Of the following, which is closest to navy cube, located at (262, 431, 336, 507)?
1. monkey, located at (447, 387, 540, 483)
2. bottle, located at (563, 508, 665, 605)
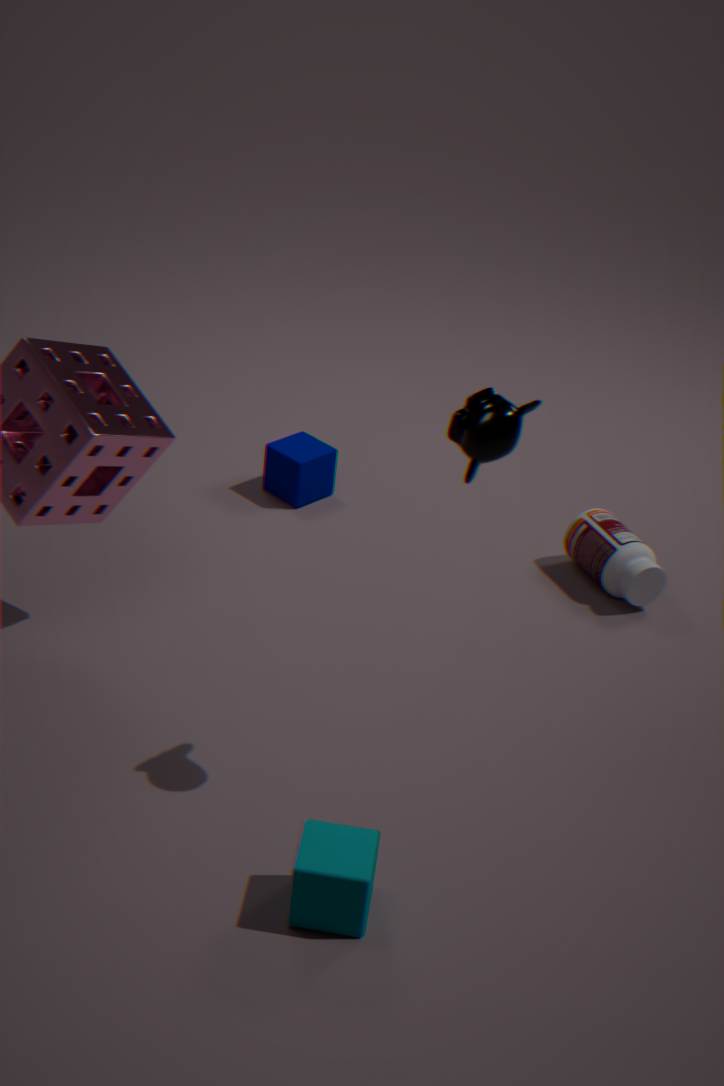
bottle, located at (563, 508, 665, 605)
